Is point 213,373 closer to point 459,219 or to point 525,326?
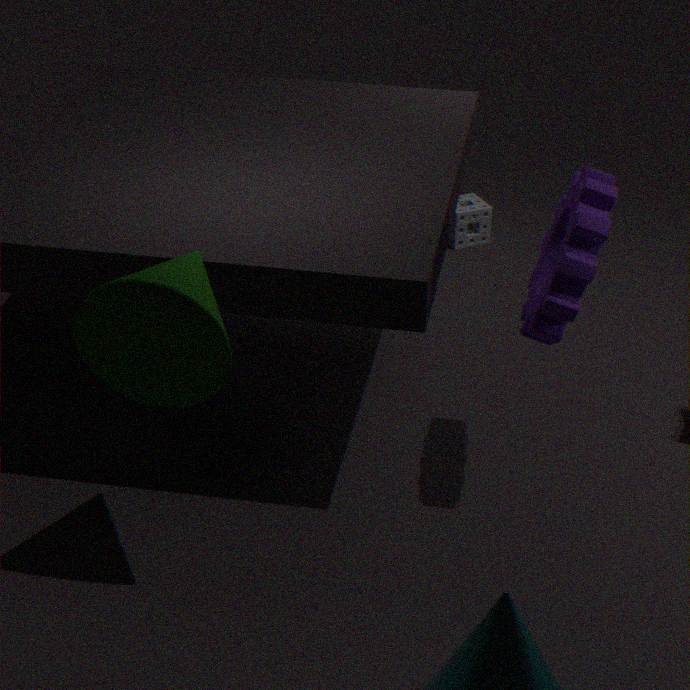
point 525,326
